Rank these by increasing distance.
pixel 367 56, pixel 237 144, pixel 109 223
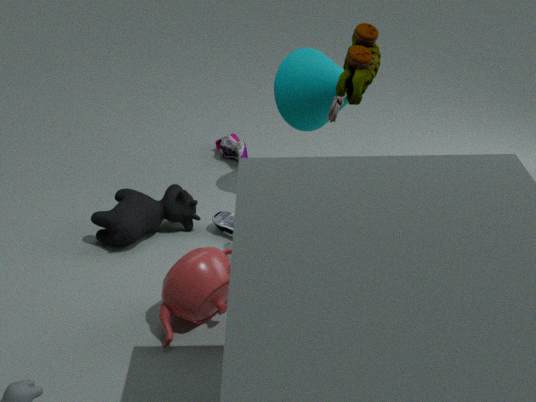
pixel 367 56, pixel 109 223, pixel 237 144
